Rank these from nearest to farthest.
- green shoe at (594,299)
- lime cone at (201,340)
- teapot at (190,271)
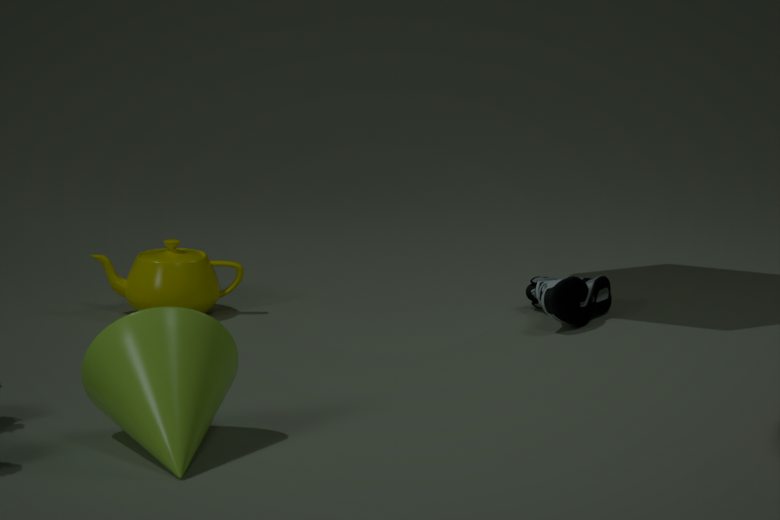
1. lime cone at (201,340)
2. green shoe at (594,299)
3. teapot at (190,271)
